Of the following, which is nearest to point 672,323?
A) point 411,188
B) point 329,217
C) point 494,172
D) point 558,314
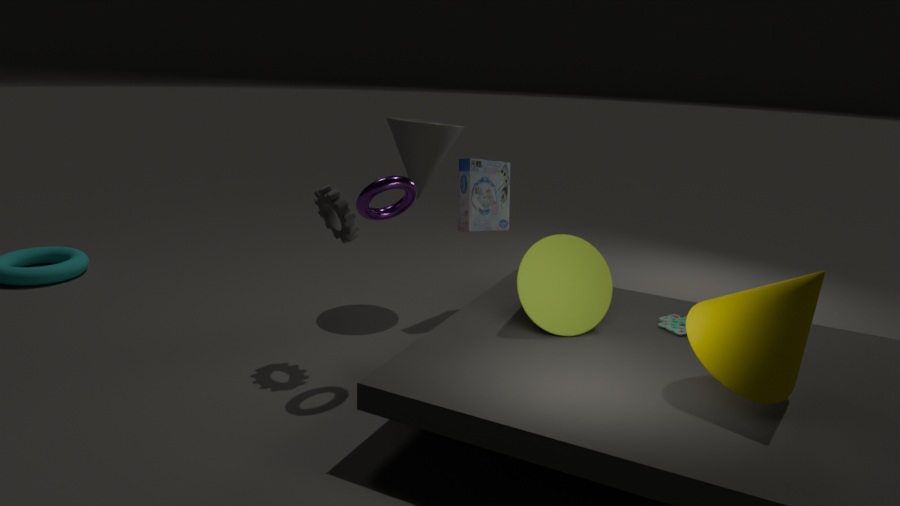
point 558,314
